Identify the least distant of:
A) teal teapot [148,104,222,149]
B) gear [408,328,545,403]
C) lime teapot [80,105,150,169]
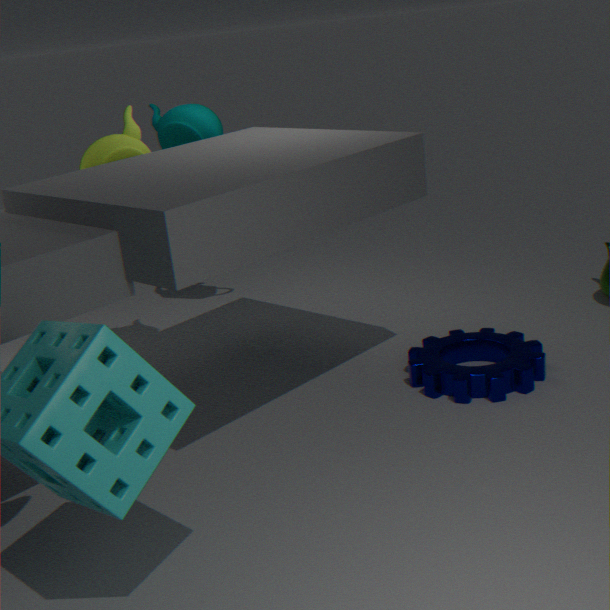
gear [408,328,545,403]
